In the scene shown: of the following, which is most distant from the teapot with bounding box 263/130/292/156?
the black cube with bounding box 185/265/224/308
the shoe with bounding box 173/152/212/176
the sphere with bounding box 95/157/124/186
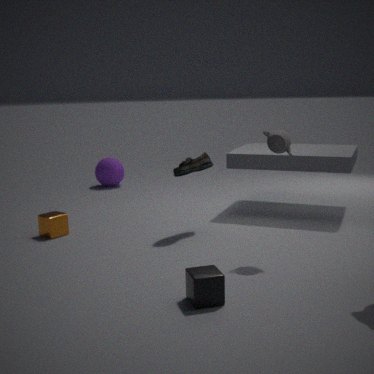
the sphere with bounding box 95/157/124/186
